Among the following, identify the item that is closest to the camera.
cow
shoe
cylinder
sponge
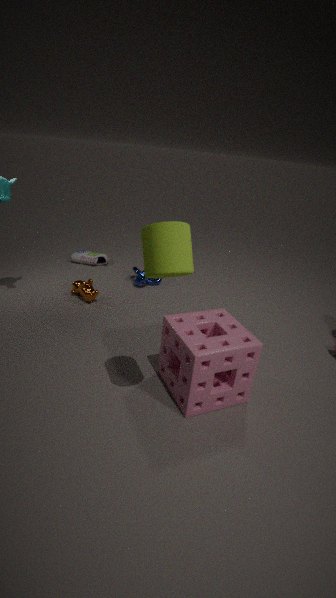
cylinder
